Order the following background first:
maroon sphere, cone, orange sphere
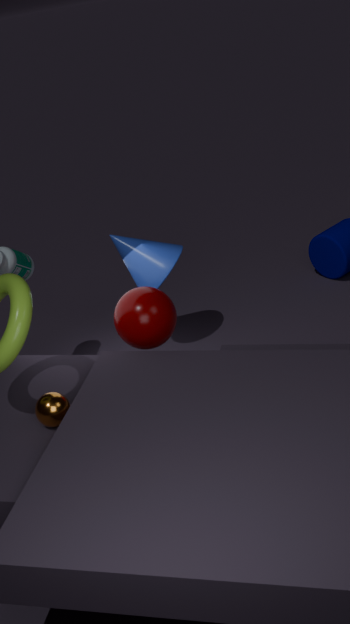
1. cone
2. maroon sphere
3. orange sphere
